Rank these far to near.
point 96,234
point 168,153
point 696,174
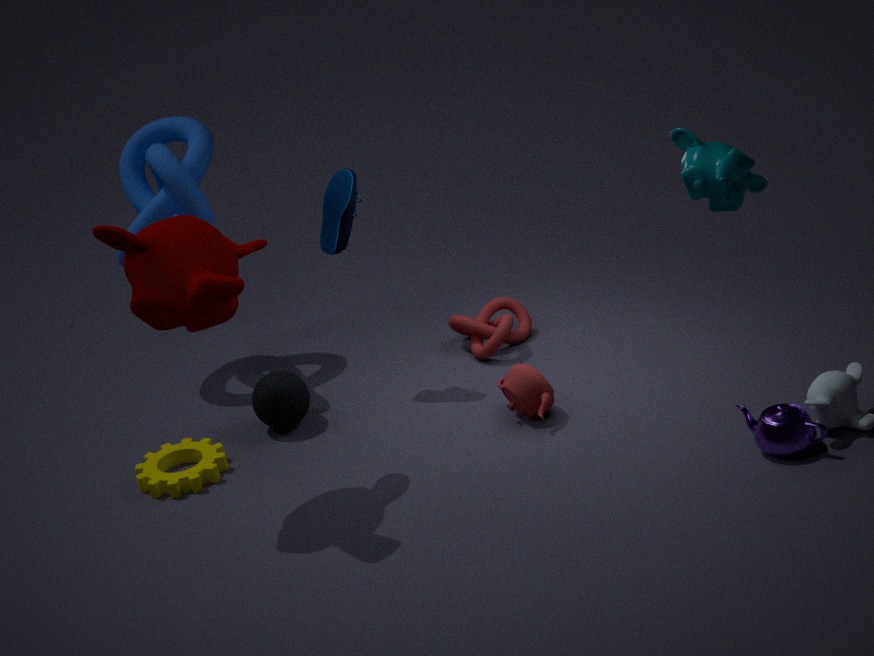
point 168,153
point 96,234
point 696,174
